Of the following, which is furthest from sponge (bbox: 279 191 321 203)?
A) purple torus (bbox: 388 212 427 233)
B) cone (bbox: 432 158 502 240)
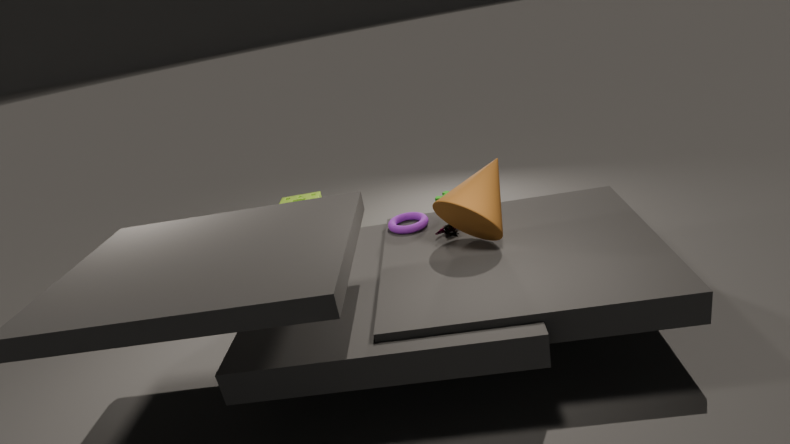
cone (bbox: 432 158 502 240)
